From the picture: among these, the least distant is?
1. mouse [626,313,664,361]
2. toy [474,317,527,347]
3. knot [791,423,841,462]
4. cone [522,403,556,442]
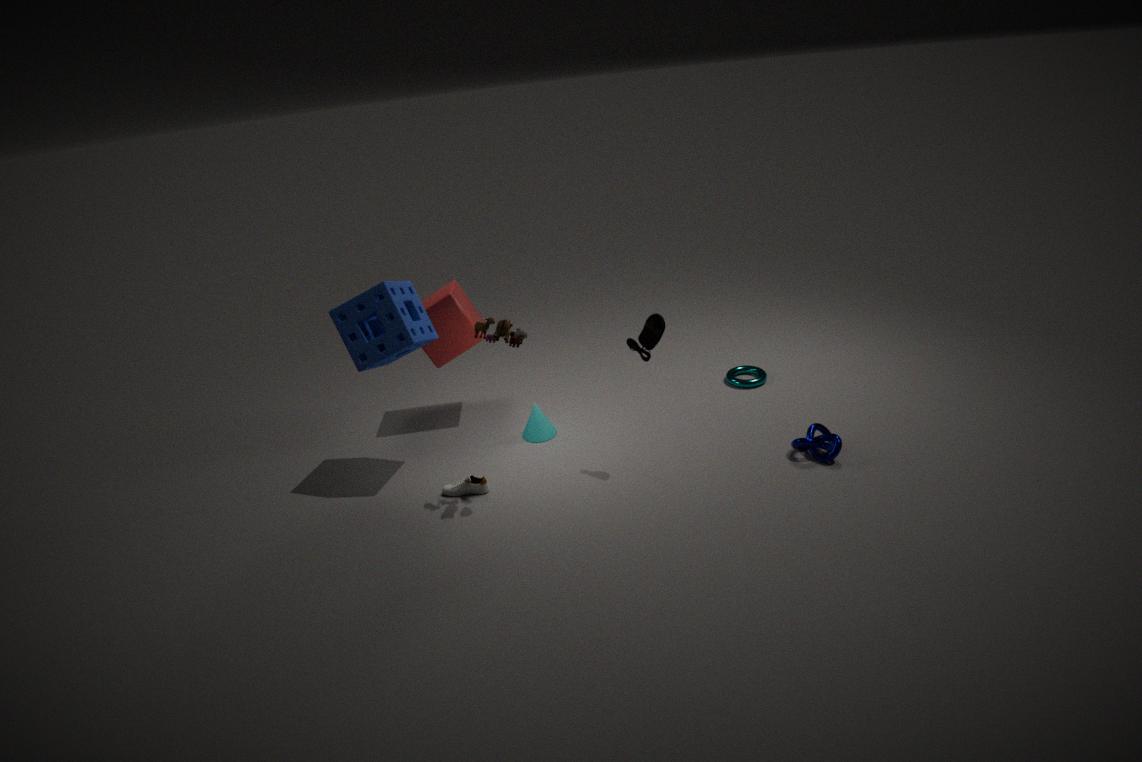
toy [474,317,527,347]
